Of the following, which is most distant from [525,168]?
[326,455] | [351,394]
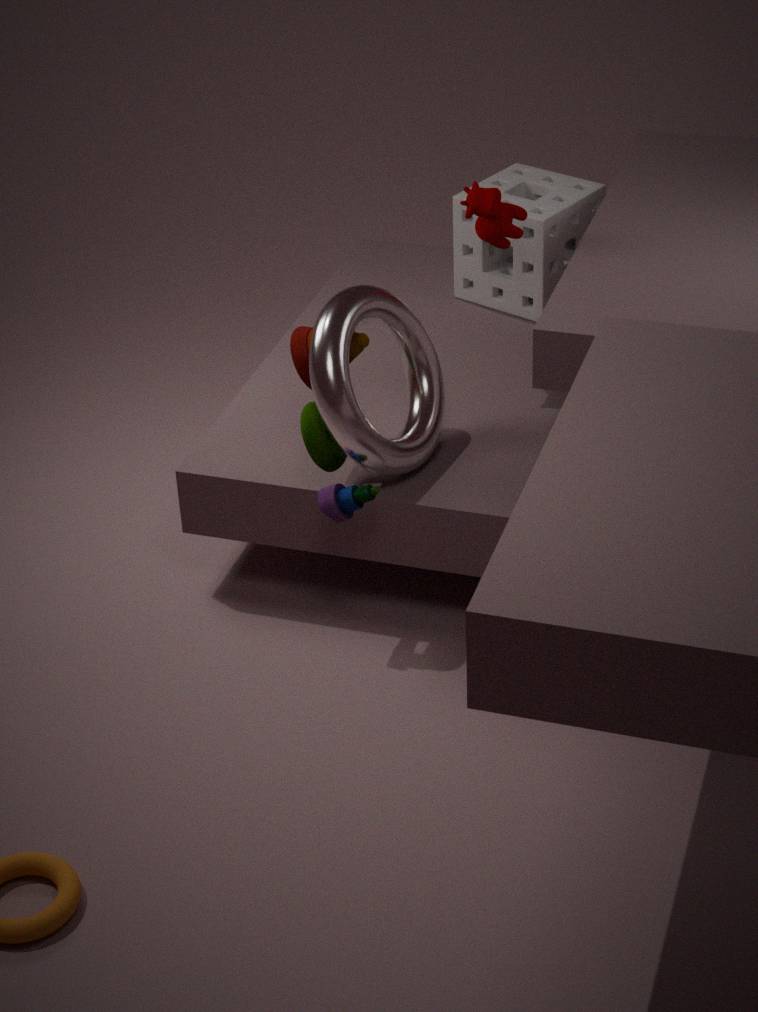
[326,455]
